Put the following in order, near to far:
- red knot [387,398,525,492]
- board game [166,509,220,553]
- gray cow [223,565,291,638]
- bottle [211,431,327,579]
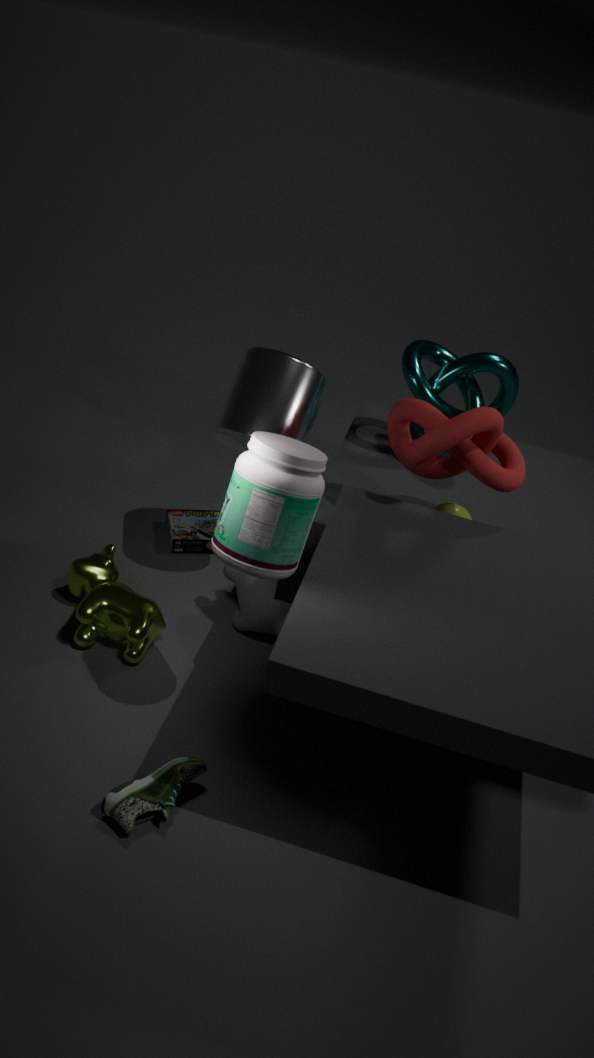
bottle [211,431,327,579] < red knot [387,398,525,492] < gray cow [223,565,291,638] < board game [166,509,220,553]
